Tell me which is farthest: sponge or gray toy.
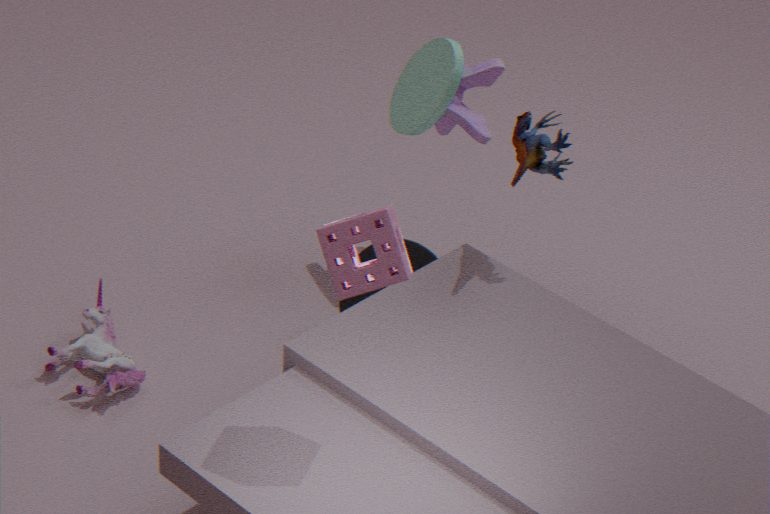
gray toy
